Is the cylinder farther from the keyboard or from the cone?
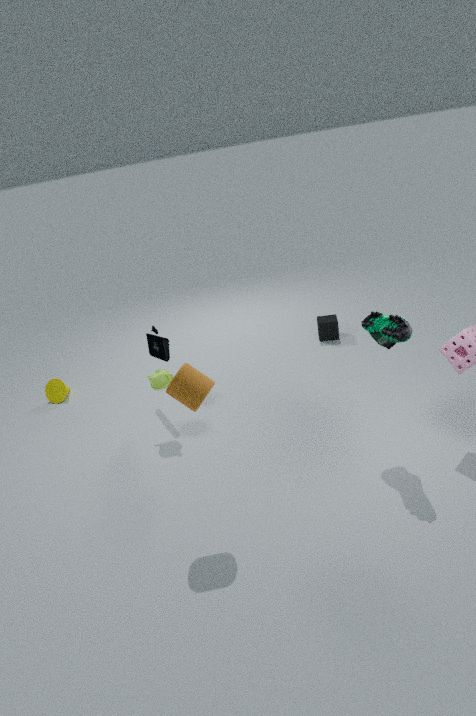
the cone
